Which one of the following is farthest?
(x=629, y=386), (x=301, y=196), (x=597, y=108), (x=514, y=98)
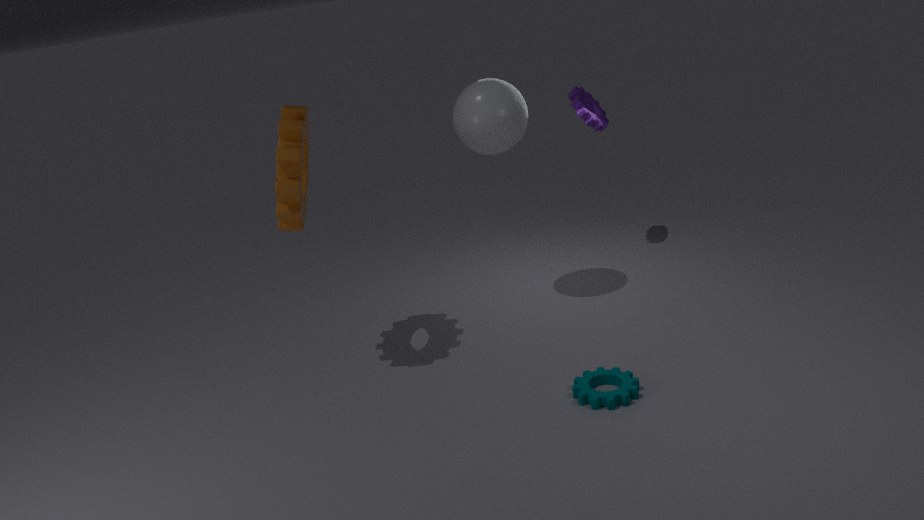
(x=597, y=108)
